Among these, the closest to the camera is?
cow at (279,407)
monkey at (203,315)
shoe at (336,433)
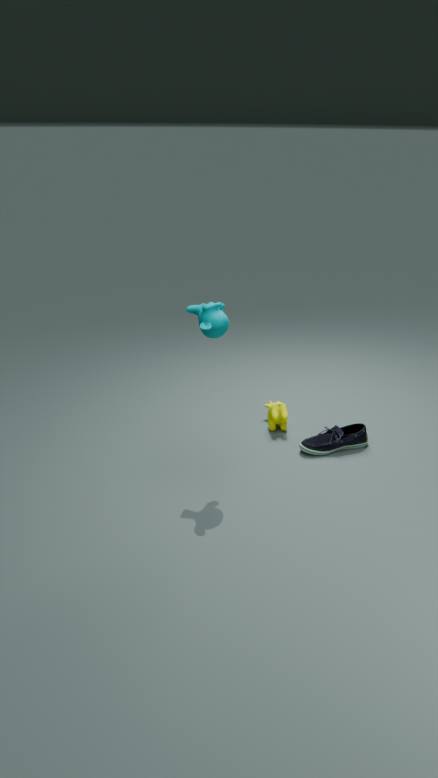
monkey at (203,315)
